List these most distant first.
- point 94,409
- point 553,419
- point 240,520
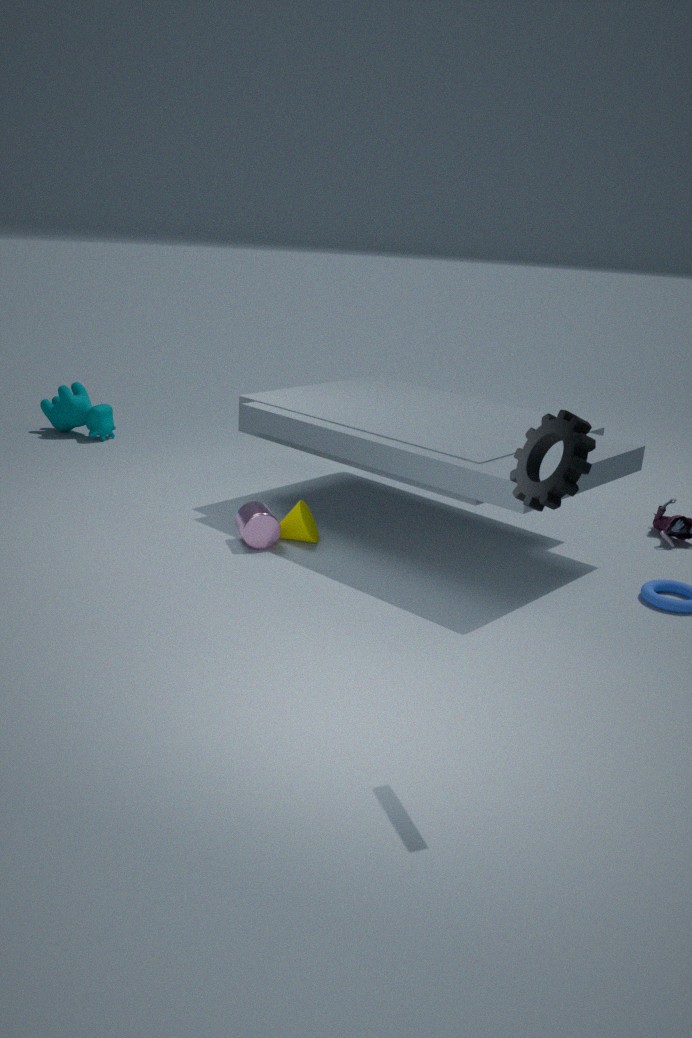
point 94,409 < point 240,520 < point 553,419
